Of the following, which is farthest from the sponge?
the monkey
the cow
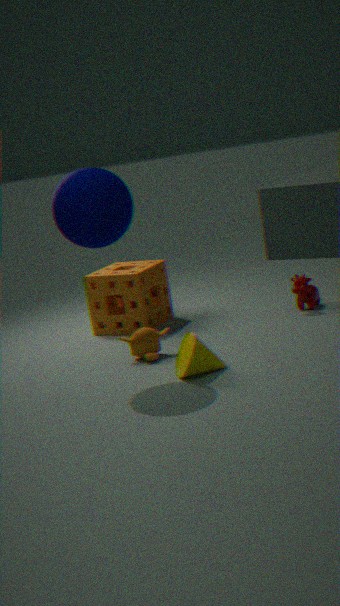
the cow
